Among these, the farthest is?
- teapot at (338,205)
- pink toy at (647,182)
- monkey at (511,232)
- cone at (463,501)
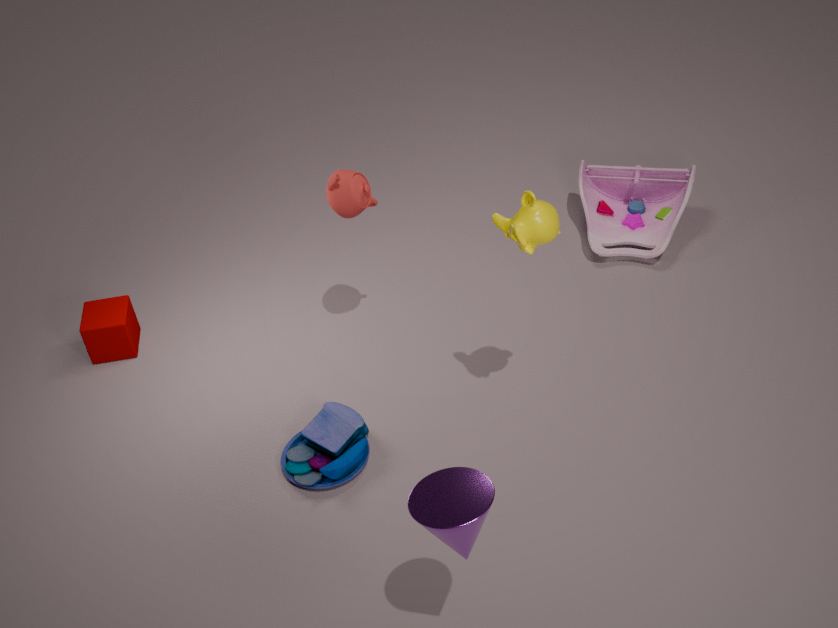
pink toy at (647,182)
